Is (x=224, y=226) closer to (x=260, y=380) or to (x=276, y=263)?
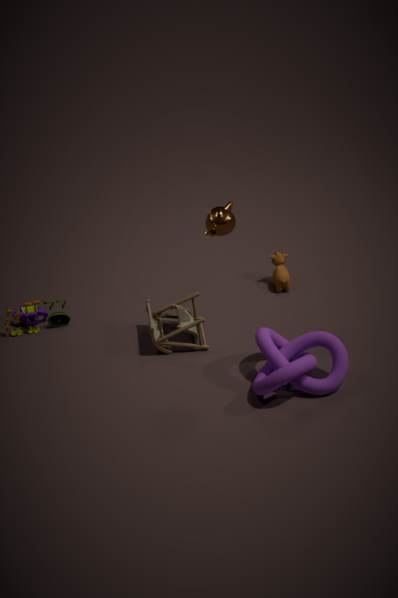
(x=260, y=380)
